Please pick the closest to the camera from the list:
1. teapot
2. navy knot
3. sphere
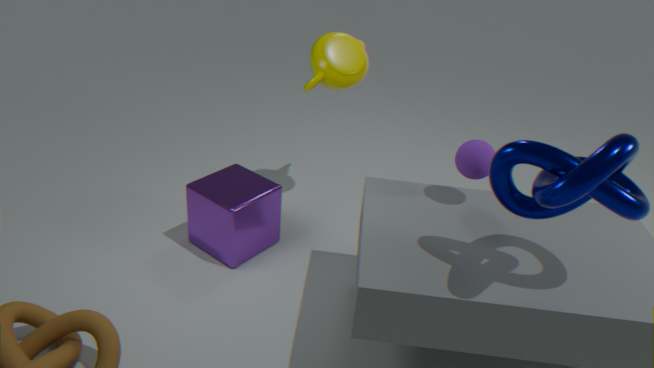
navy knot
